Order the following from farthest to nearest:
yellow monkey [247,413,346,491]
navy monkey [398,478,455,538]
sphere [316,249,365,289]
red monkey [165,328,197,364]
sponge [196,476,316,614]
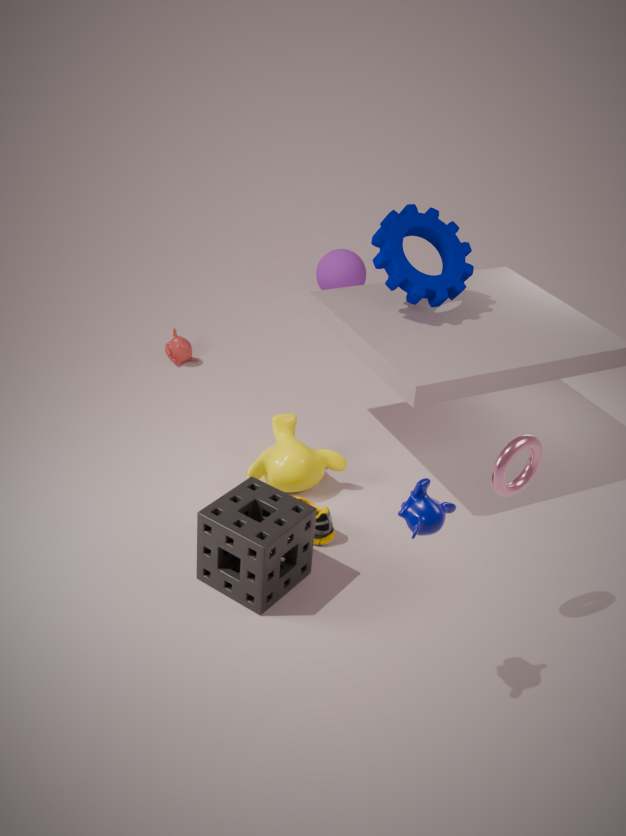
sphere [316,249,365,289] → red monkey [165,328,197,364] → yellow monkey [247,413,346,491] → sponge [196,476,316,614] → navy monkey [398,478,455,538]
